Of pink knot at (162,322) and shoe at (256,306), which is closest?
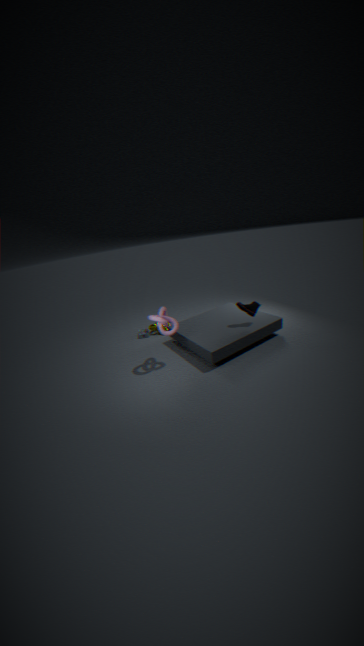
pink knot at (162,322)
